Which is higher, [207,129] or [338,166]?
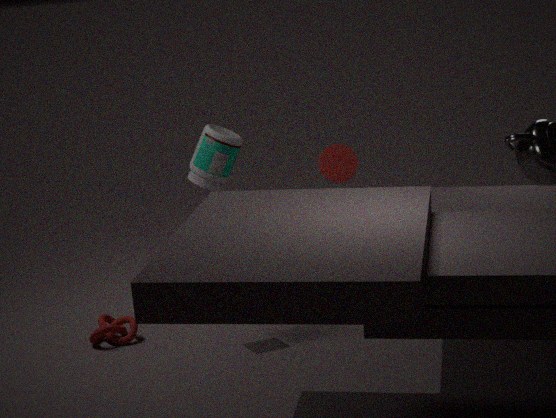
[207,129]
